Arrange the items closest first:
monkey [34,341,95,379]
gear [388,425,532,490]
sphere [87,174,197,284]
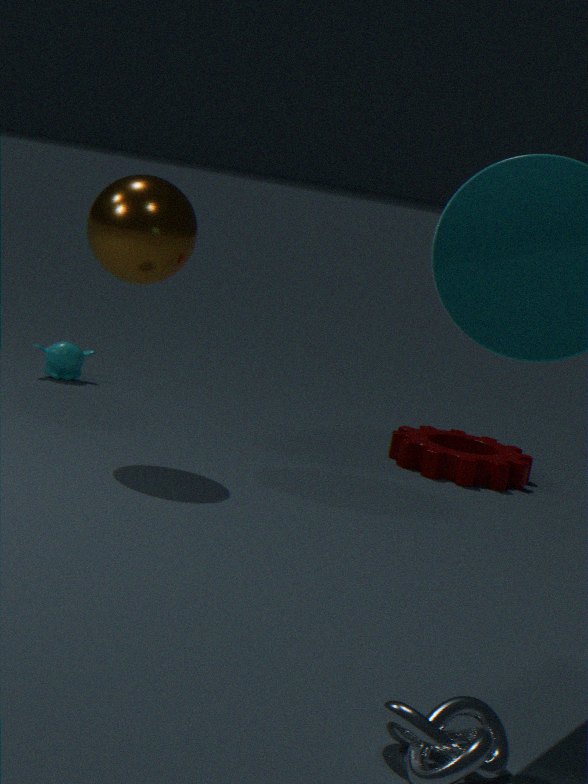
1. sphere [87,174,197,284]
2. gear [388,425,532,490]
3. monkey [34,341,95,379]
